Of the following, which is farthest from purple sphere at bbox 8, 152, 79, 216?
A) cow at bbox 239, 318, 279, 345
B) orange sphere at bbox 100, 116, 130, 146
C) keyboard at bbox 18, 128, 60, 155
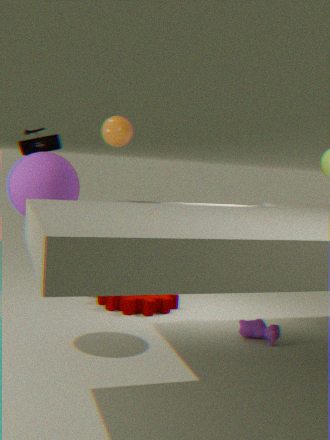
cow at bbox 239, 318, 279, 345
